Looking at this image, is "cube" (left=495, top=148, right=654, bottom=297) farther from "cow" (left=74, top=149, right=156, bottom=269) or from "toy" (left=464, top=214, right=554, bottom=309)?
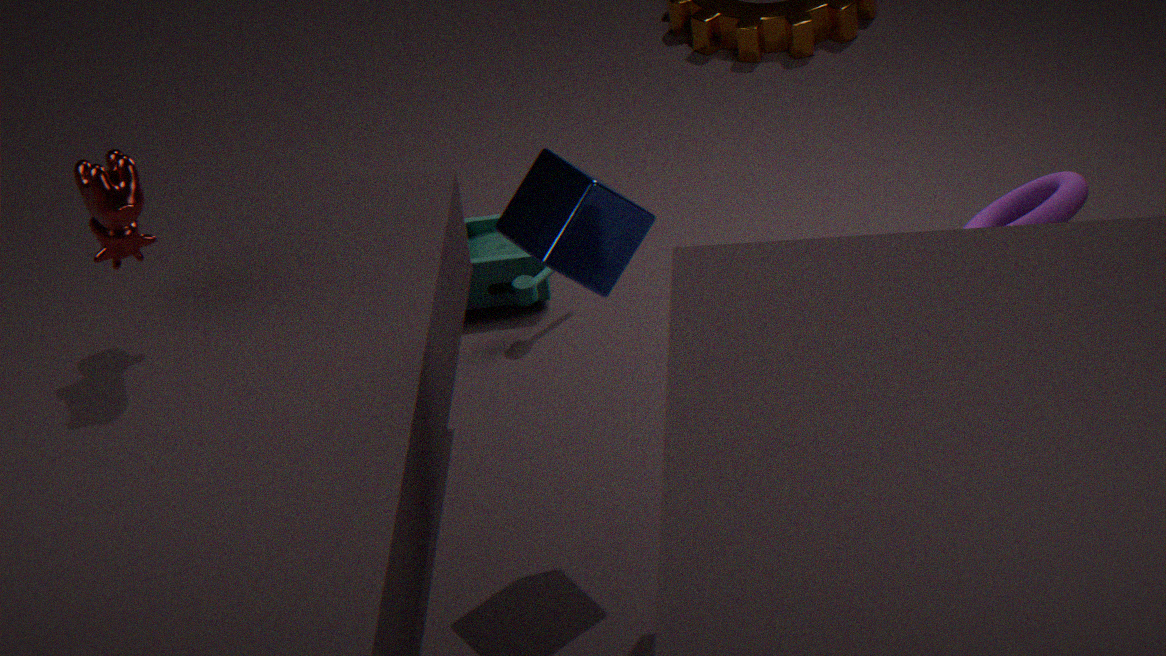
"toy" (left=464, top=214, right=554, bottom=309)
